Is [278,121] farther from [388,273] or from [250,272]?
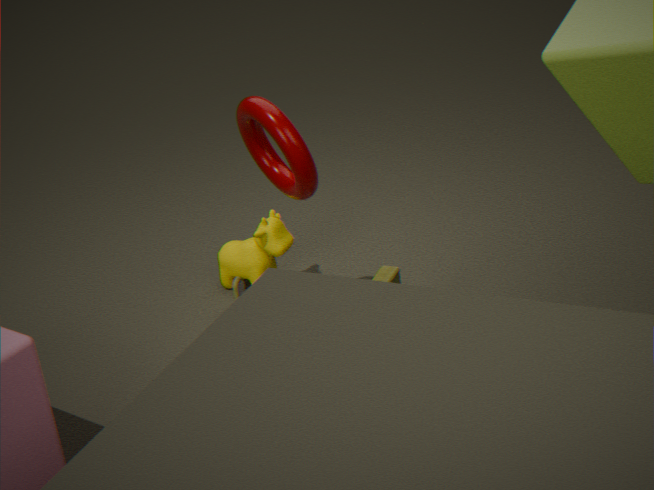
[250,272]
